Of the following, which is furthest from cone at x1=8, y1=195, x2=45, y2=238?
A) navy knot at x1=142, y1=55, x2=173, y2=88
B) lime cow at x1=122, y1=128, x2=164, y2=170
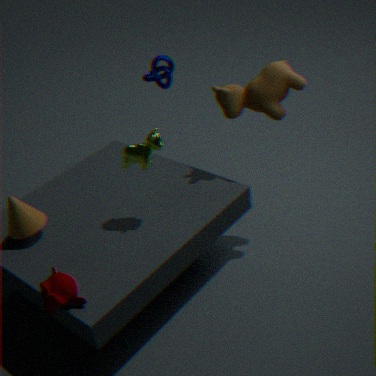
navy knot at x1=142, y1=55, x2=173, y2=88
